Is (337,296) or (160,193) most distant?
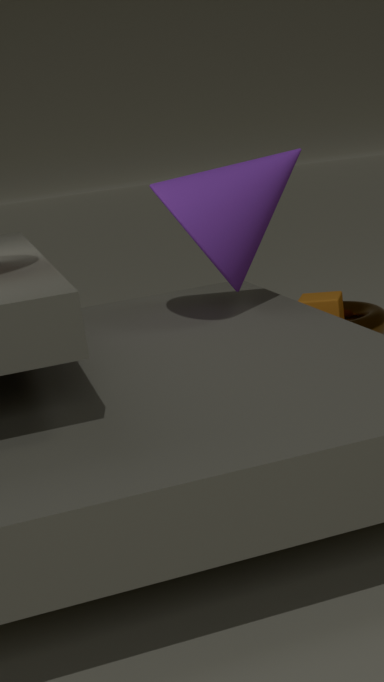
(337,296)
